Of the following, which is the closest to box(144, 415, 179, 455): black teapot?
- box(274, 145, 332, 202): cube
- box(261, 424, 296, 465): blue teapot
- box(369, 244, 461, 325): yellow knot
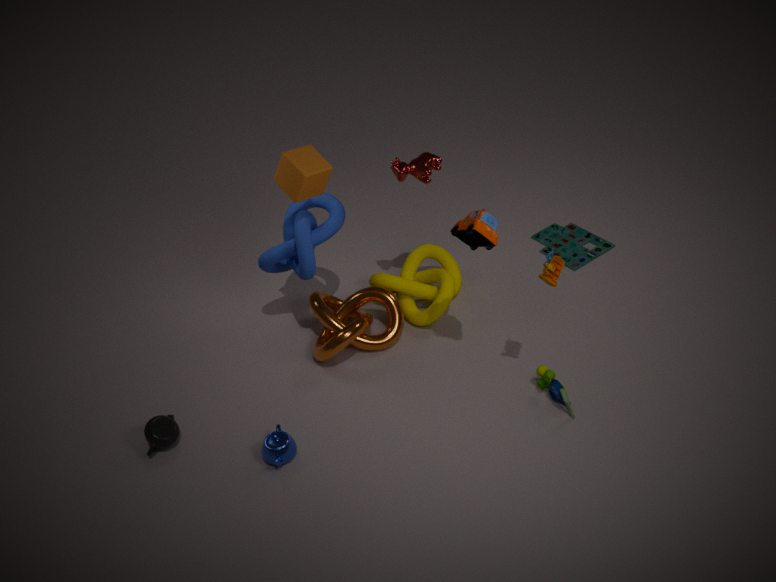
box(261, 424, 296, 465): blue teapot
